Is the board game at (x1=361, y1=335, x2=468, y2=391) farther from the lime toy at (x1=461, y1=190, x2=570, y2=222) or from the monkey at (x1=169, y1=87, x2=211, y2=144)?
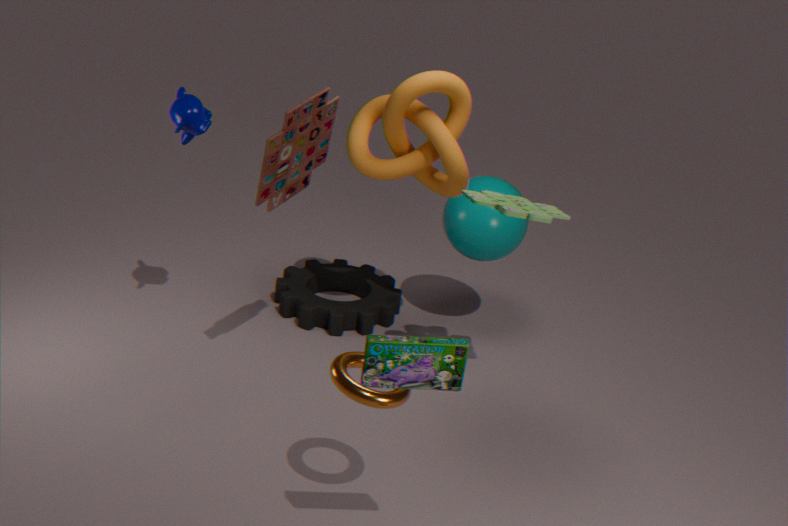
the monkey at (x1=169, y1=87, x2=211, y2=144)
